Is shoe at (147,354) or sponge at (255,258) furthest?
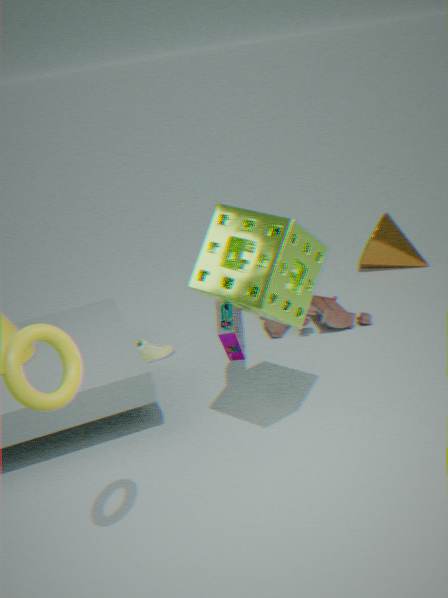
shoe at (147,354)
